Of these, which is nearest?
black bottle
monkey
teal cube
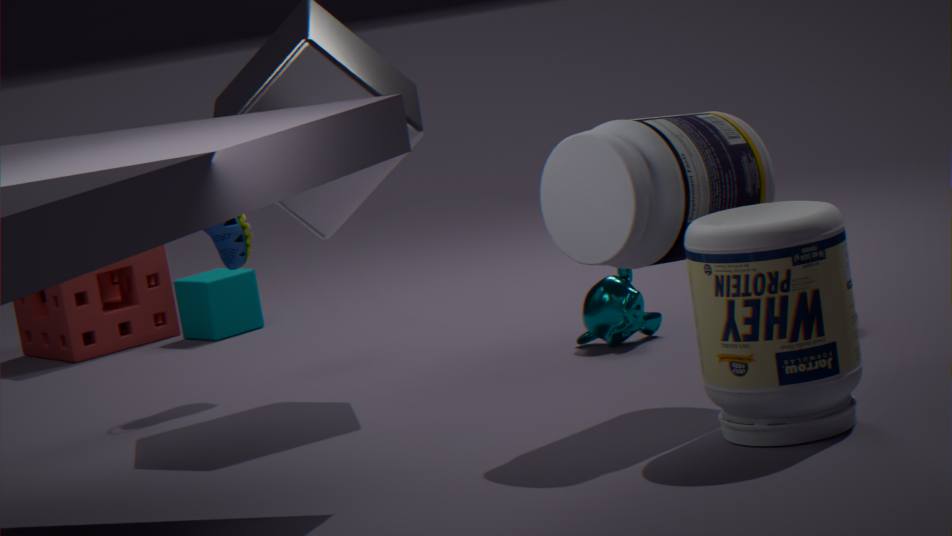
black bottle
